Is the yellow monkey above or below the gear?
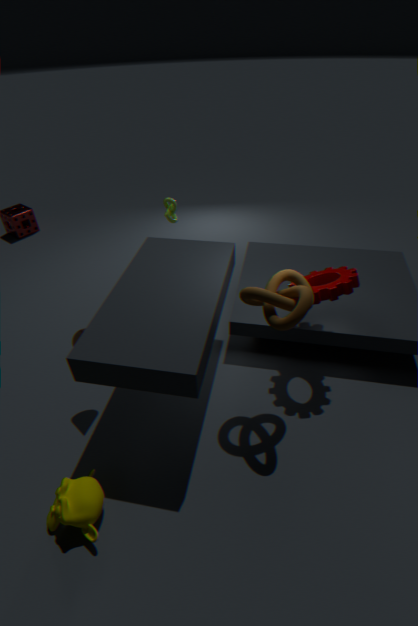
below
